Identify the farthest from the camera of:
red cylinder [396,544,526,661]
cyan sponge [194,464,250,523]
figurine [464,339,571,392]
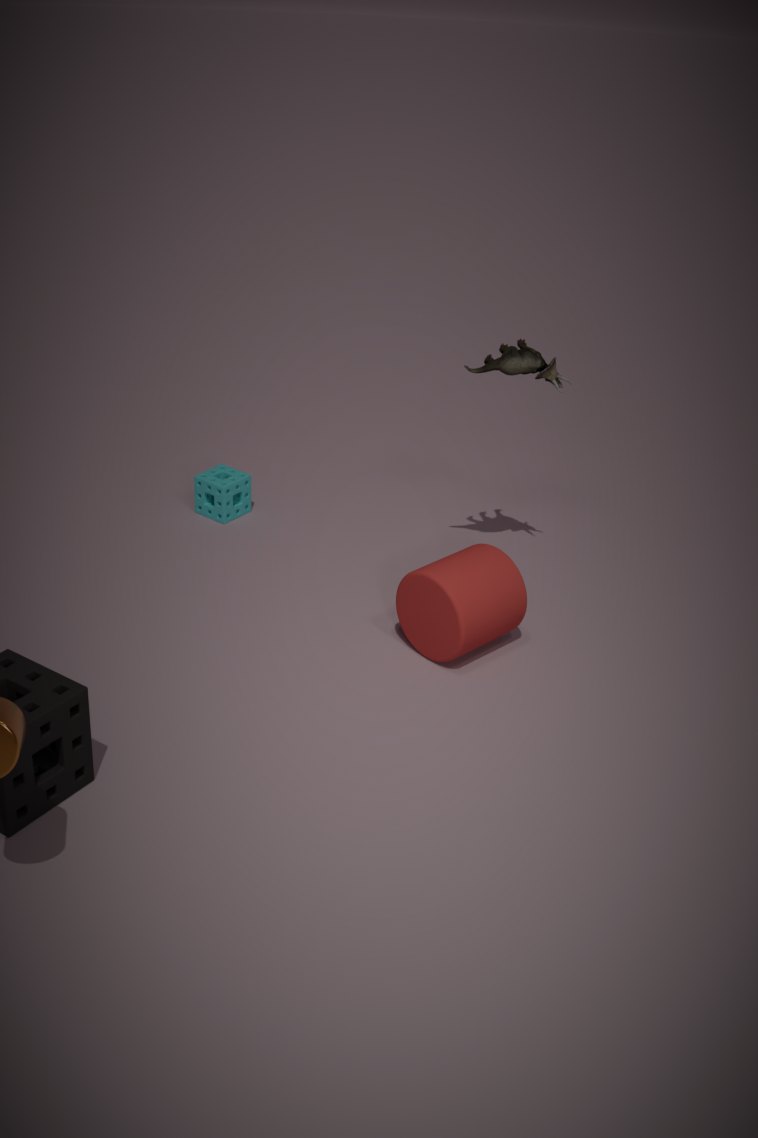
cyan sponge [194,464,250,523]
